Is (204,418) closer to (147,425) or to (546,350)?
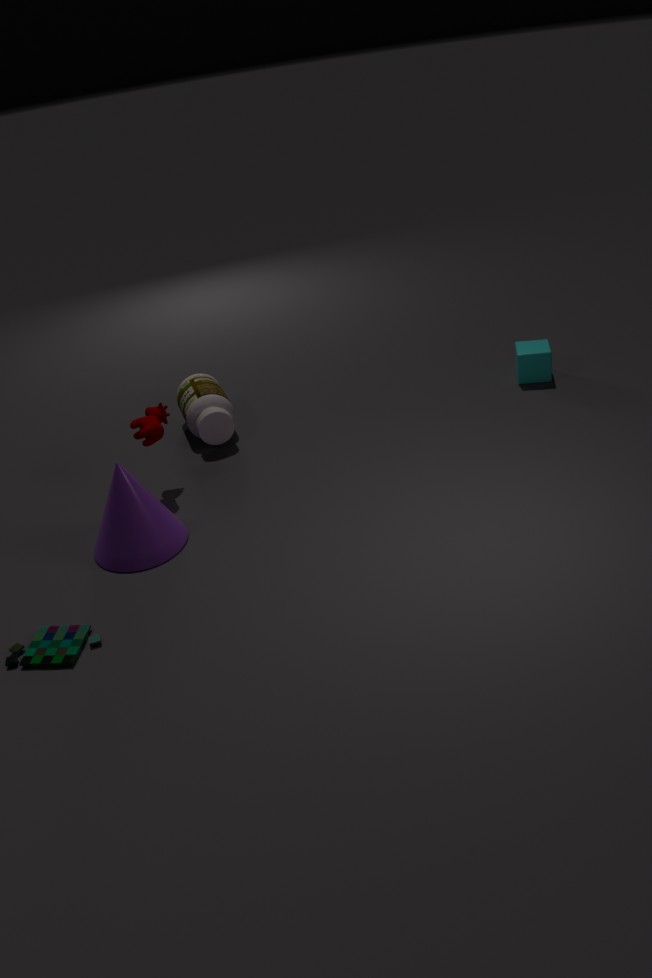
(147,425)
